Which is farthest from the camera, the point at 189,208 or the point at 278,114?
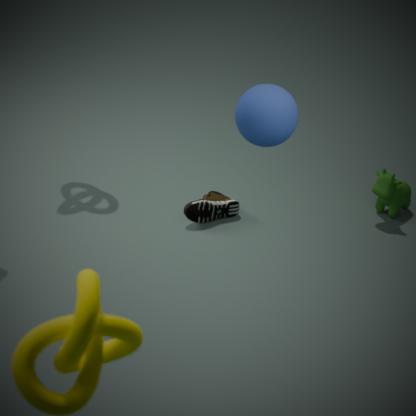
the point at 189,208
